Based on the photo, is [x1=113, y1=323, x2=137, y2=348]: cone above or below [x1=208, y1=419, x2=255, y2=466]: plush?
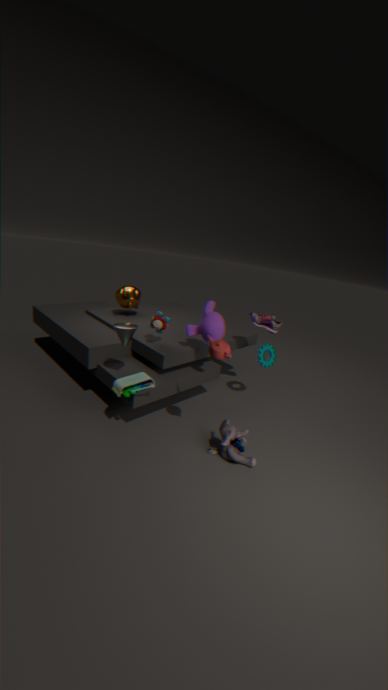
above
